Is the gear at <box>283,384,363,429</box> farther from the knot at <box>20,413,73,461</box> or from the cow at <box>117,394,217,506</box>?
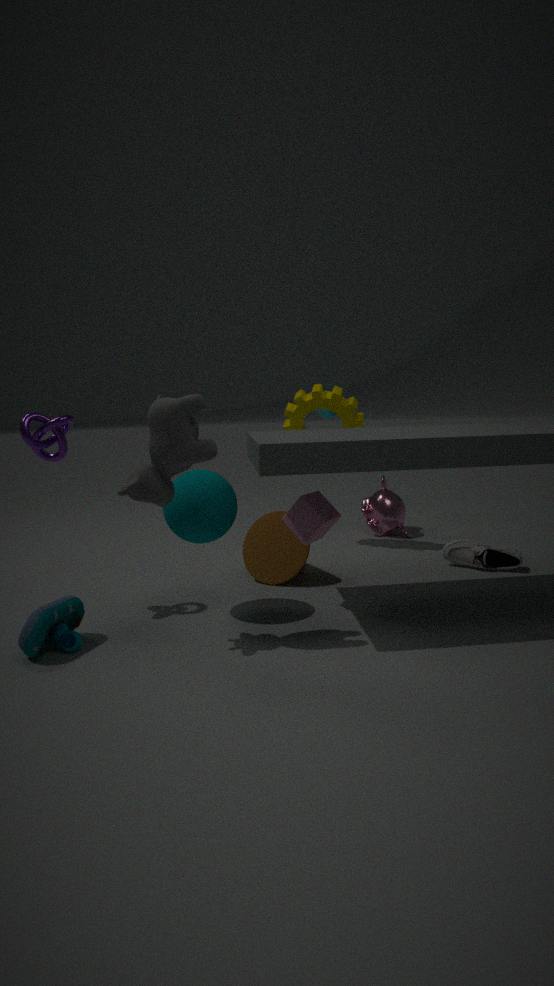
the knot at <box>20,413,73,461</box>
